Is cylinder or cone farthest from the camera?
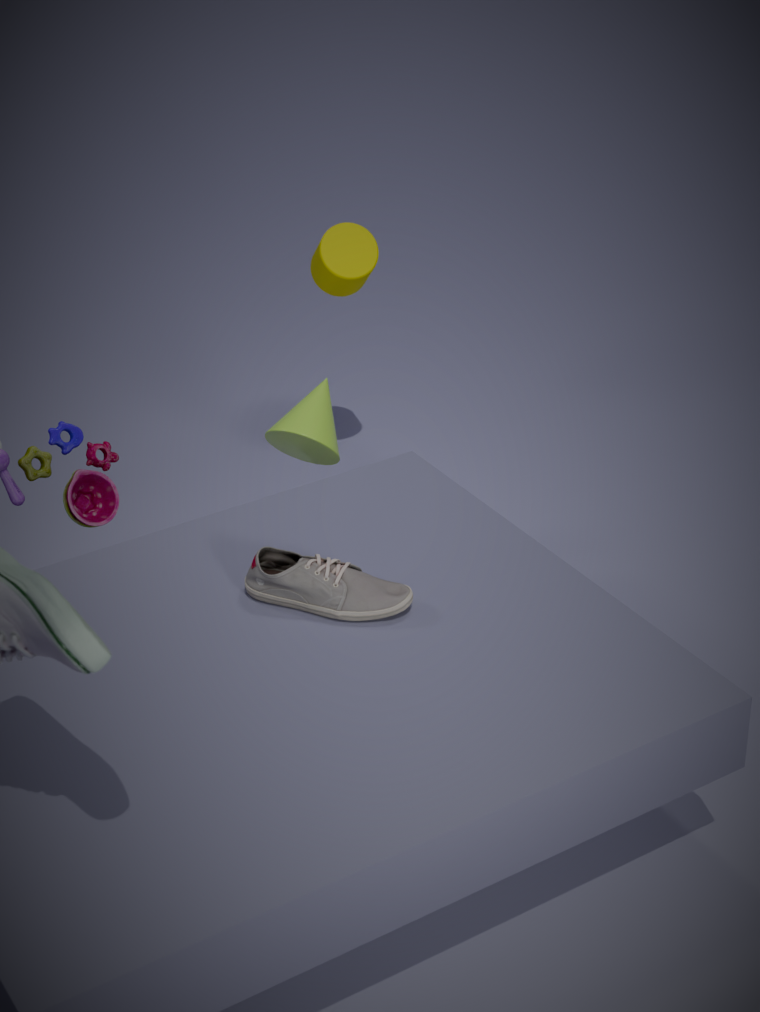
cylinder
